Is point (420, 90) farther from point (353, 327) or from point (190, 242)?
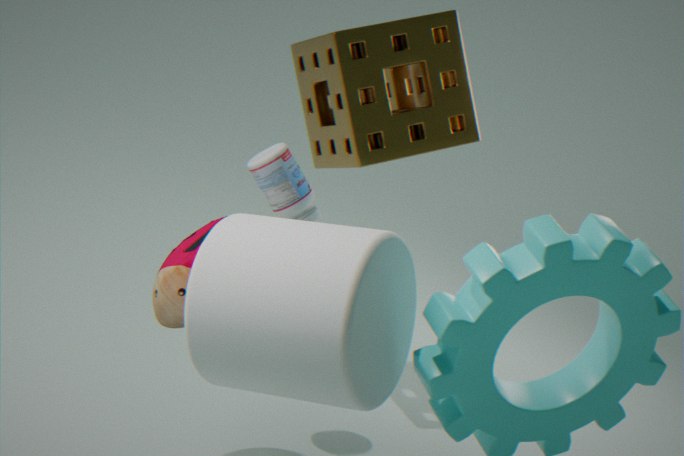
point (353, 327)
